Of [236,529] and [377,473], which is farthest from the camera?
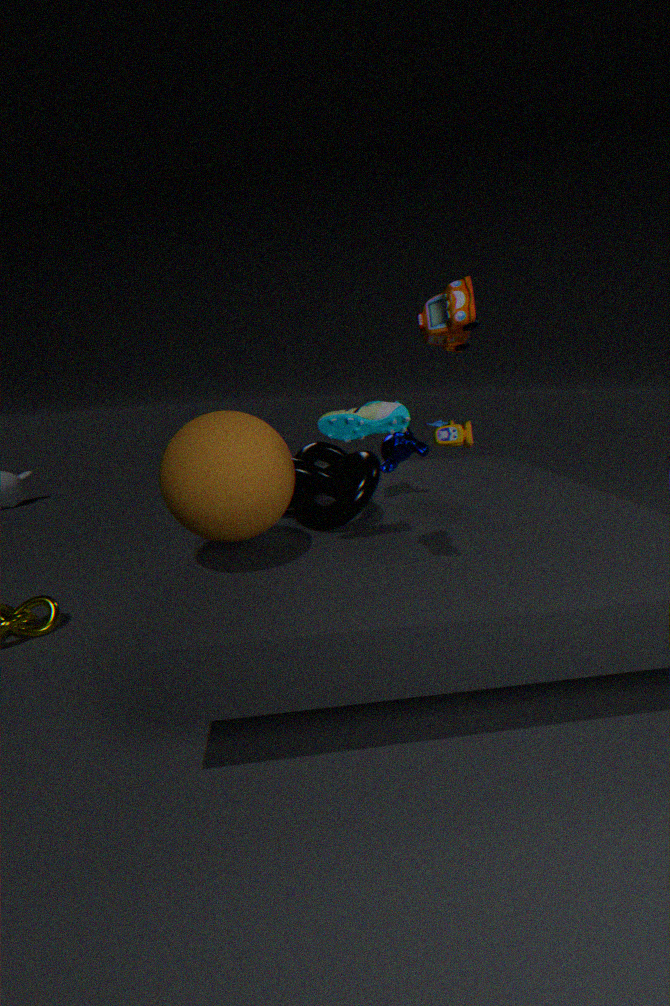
[377,473]
